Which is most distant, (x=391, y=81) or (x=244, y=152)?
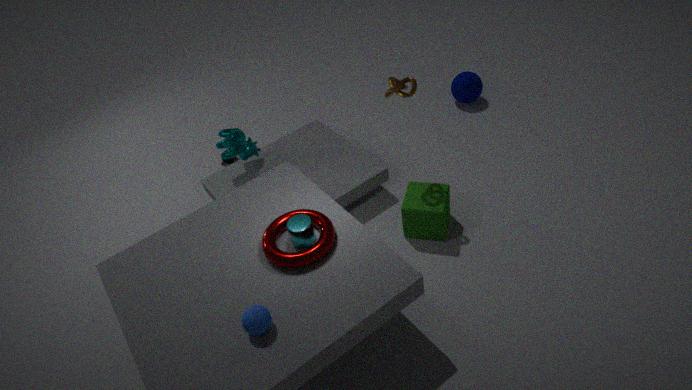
(x=244, y=152)
